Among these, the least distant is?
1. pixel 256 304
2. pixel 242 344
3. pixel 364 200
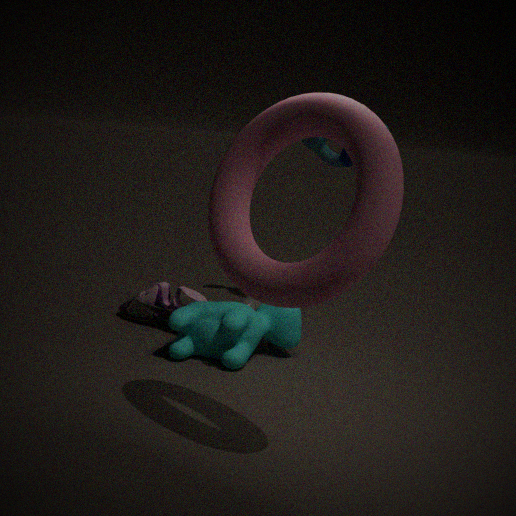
pixel 364 200
